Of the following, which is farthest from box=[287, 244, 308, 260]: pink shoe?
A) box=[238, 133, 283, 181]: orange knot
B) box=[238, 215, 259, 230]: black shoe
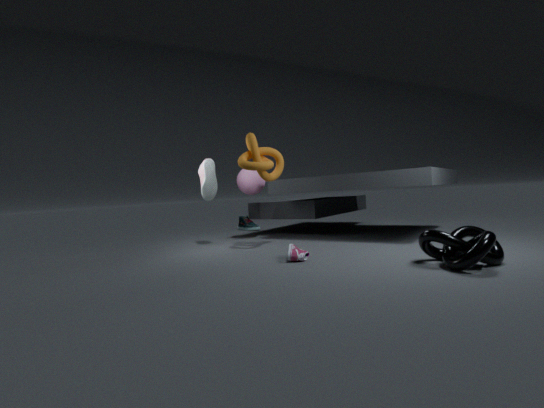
box=[238, 215, 259, 230]: black shoe
